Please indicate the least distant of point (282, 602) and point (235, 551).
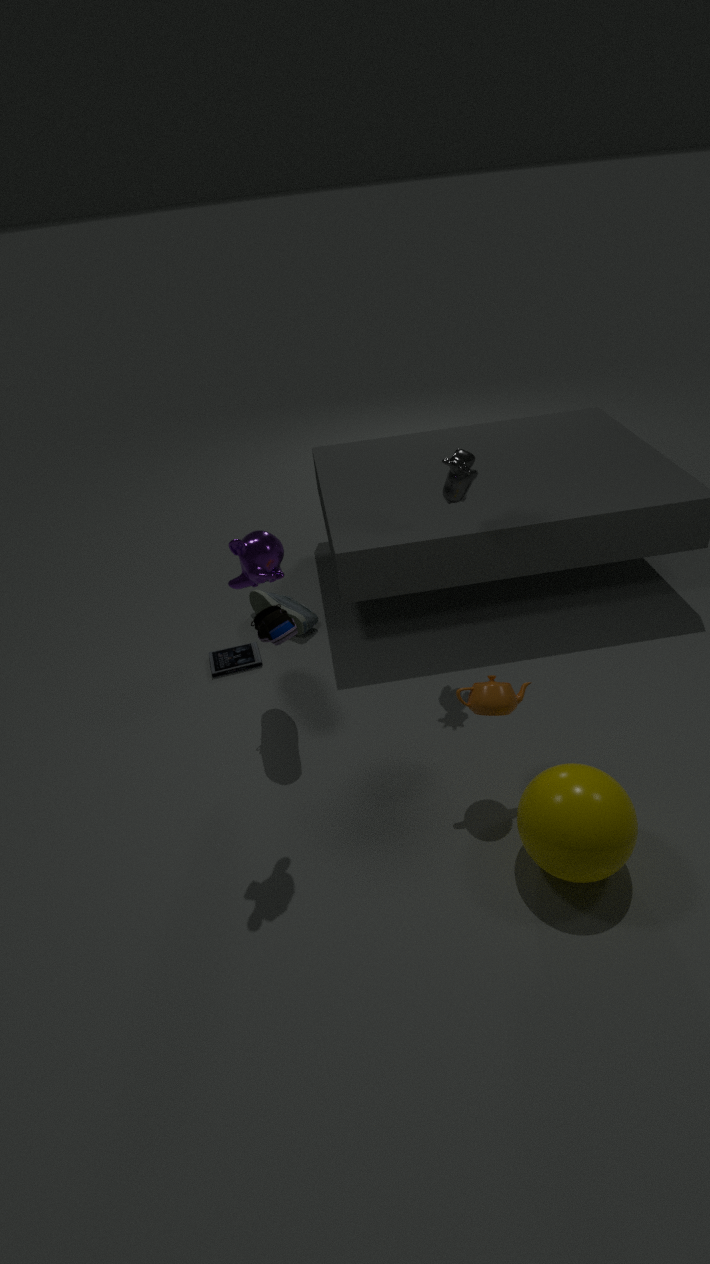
point (235, 551)
